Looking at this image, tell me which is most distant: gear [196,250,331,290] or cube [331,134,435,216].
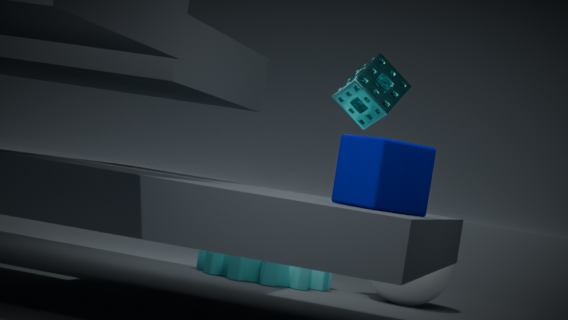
gear [196,250,331,290]
